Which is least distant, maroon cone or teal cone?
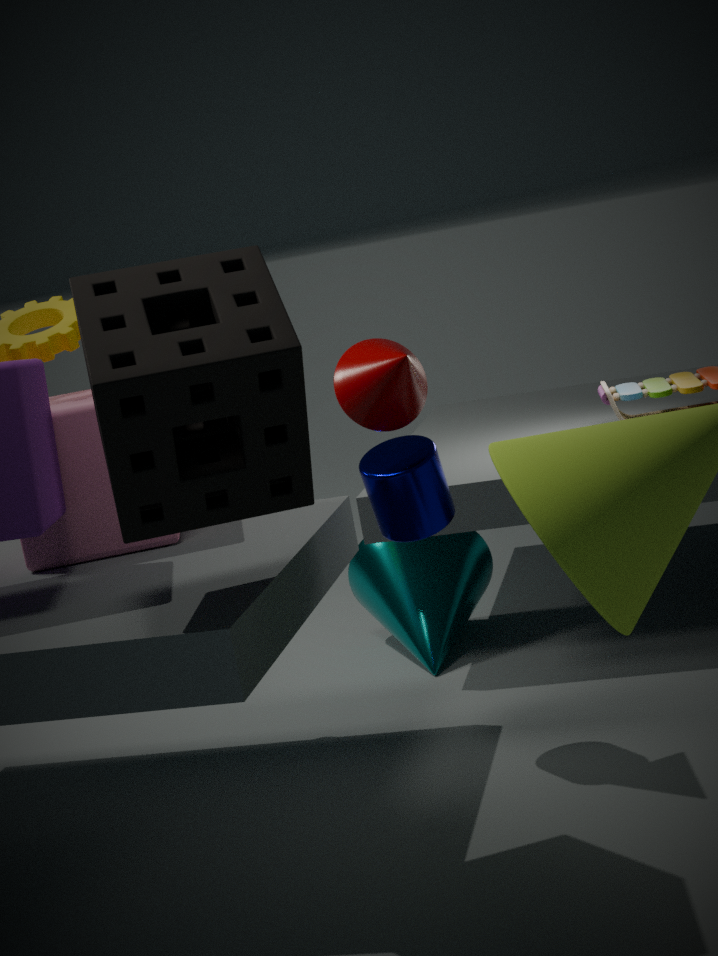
maroon cone
